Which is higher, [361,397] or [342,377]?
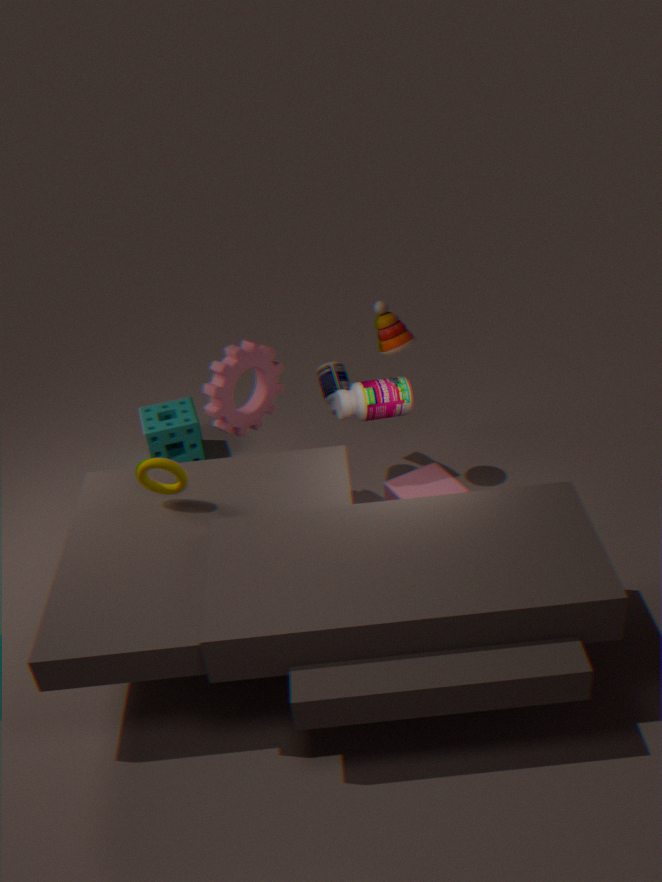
[361,397]
